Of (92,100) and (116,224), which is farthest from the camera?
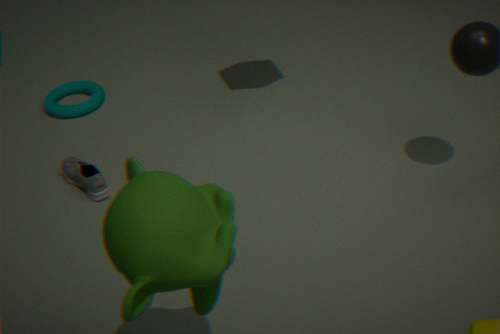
(92,100)
